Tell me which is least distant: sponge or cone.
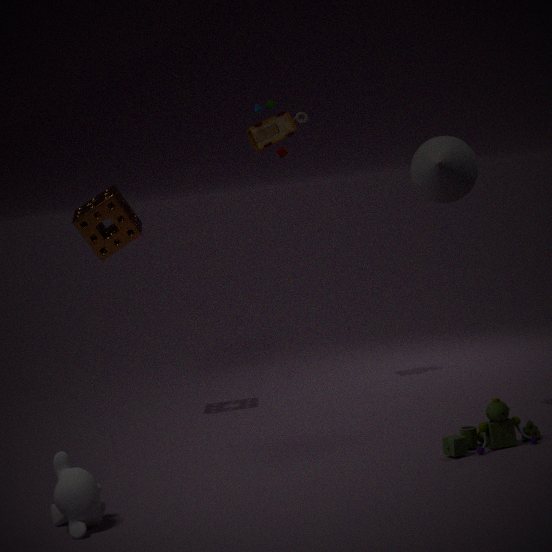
cone
